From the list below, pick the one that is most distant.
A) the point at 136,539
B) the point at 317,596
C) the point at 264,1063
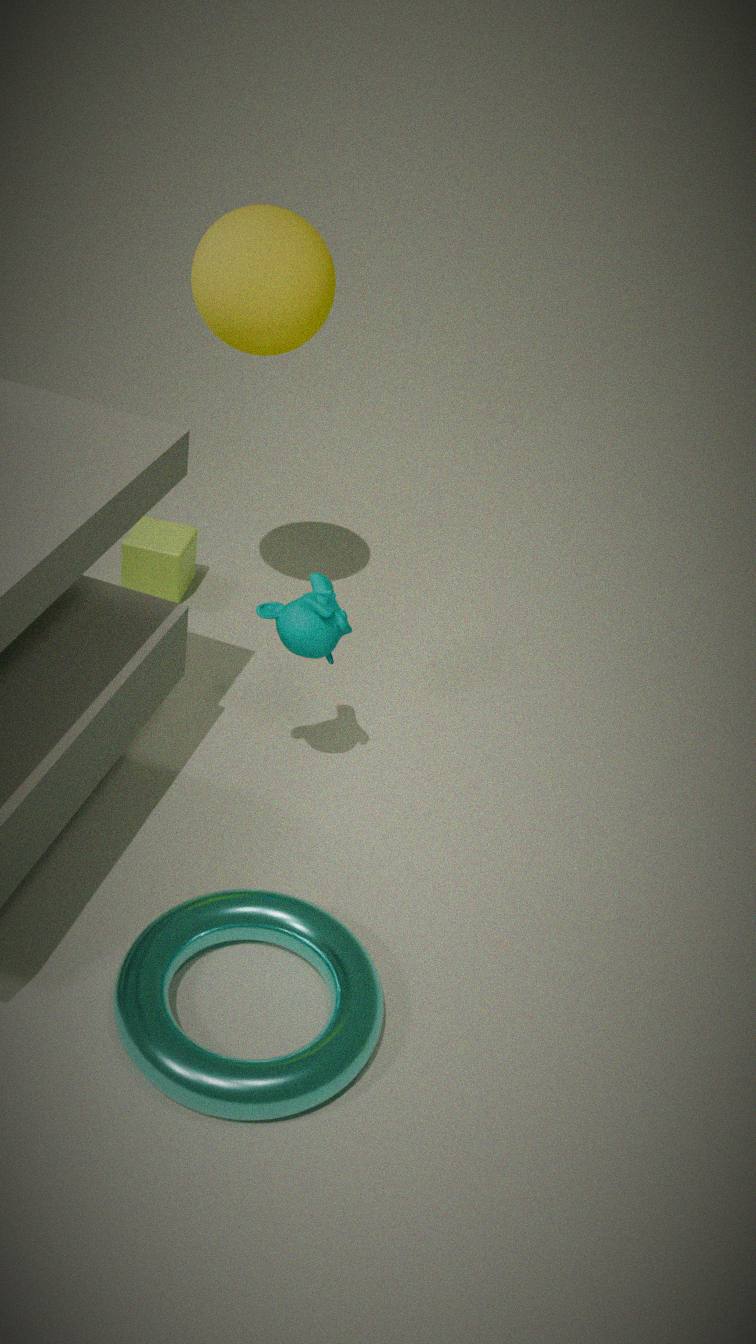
the point at 136,539
